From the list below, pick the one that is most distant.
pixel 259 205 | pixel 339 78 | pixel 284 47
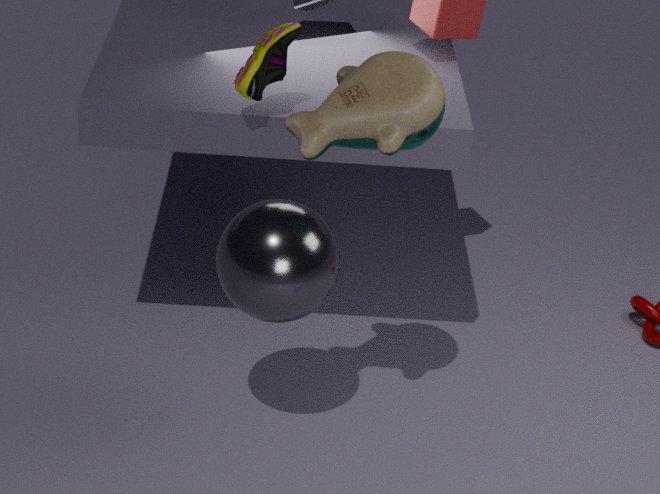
pixel 284 47
